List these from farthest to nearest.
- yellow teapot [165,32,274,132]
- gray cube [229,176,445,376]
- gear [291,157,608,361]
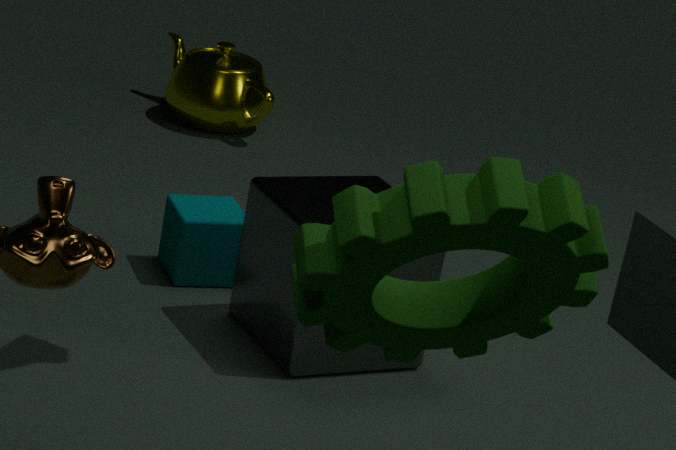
yellow teapot [165,32,274,132] → gray cube [229,176,445,376] → gear [291,157,608,361]
